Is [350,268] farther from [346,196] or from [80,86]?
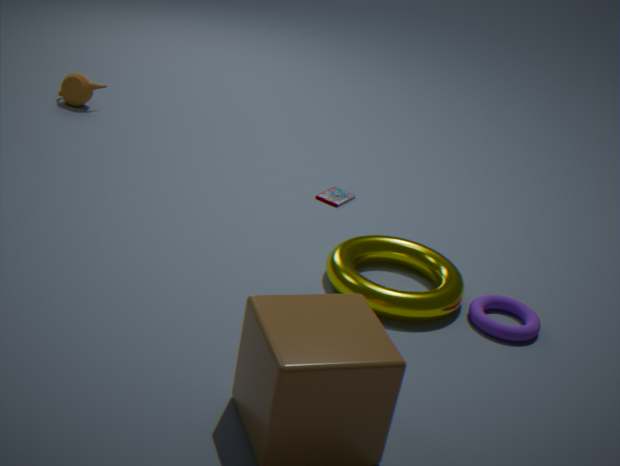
[80,86]
